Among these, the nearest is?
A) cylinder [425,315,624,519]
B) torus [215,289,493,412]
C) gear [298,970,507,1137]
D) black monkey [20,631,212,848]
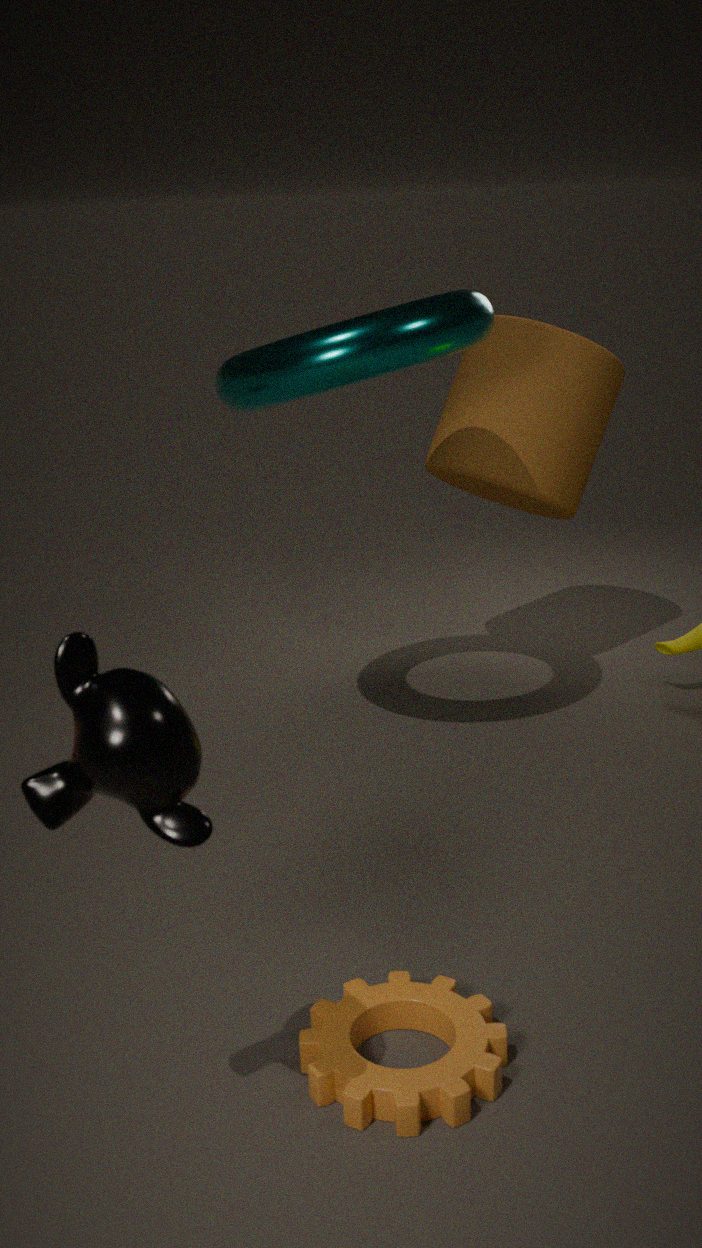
black monkey [20,631,212,848]
